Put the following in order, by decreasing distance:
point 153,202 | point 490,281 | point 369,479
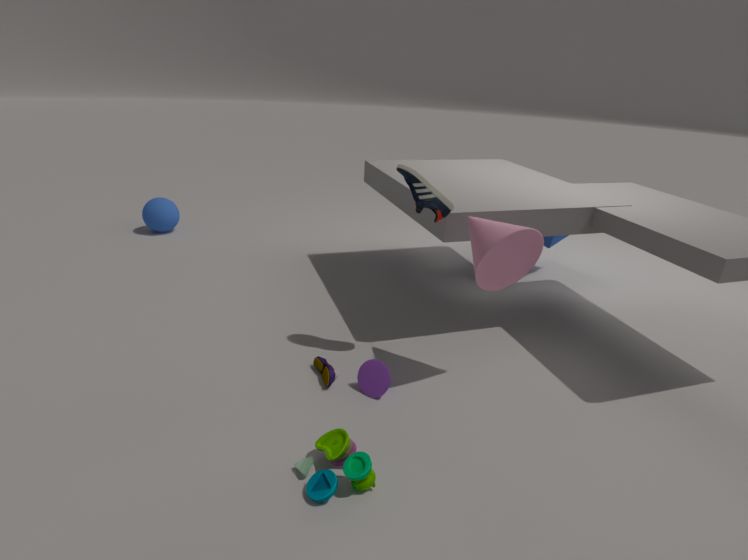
point 153,202, point 490,281, point 369,479
